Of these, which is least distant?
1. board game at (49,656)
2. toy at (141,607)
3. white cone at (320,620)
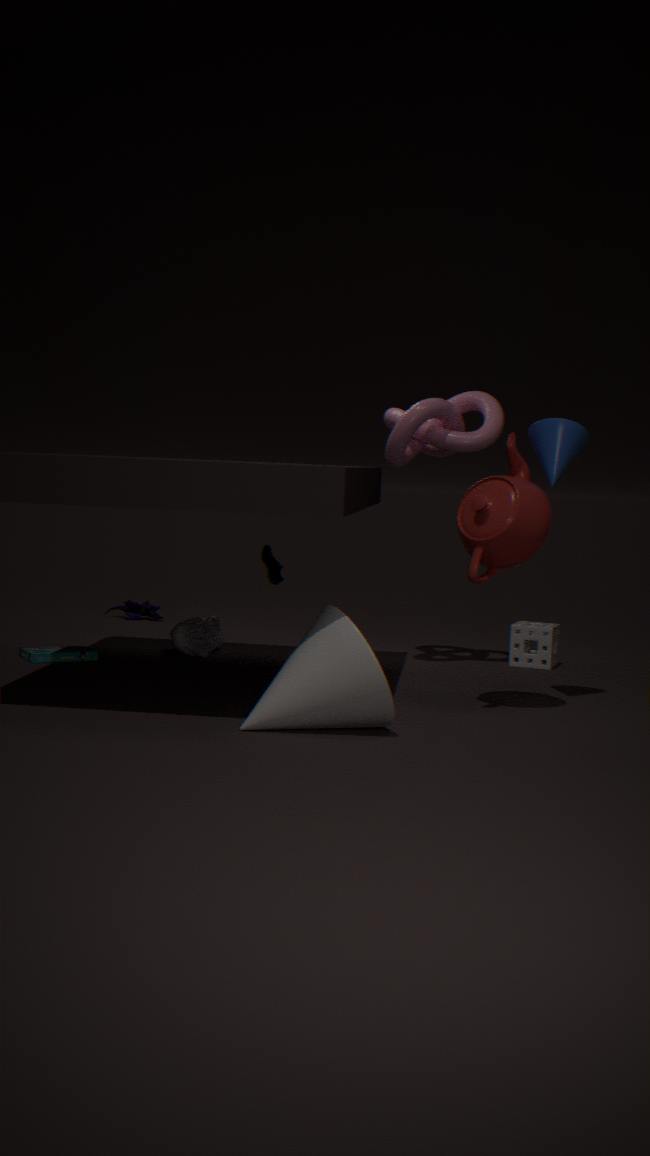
white cone at (320,620)
